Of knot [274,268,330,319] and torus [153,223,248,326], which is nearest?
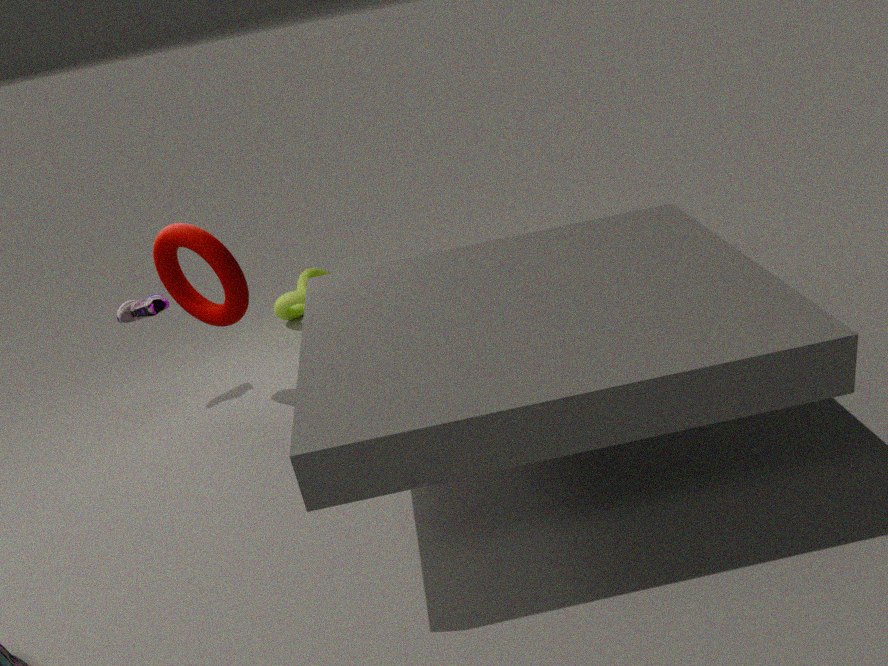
torus [153,223,248,326]
